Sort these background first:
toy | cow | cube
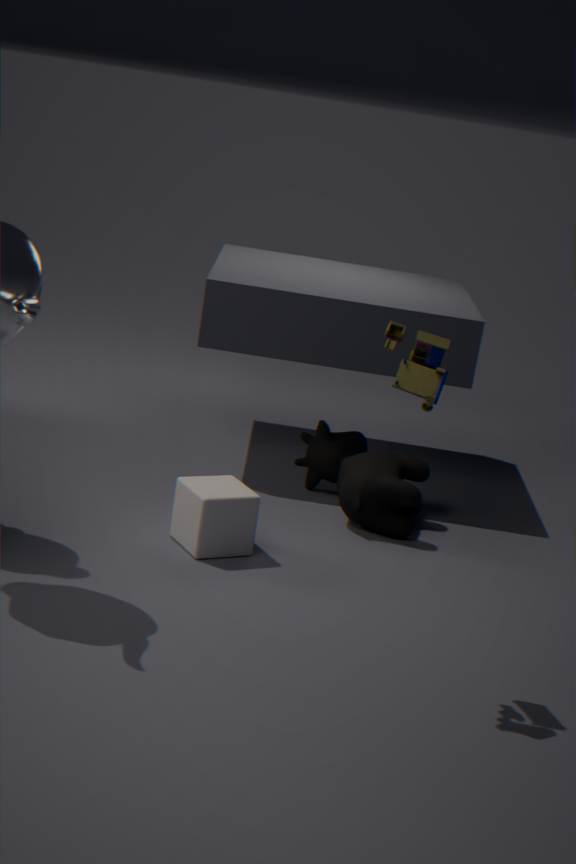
cow < cube < toy
